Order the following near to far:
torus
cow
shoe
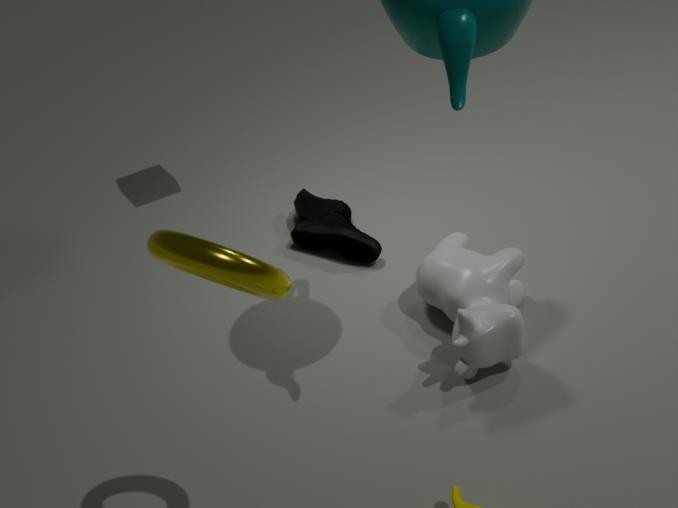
torus, cow, shoe
